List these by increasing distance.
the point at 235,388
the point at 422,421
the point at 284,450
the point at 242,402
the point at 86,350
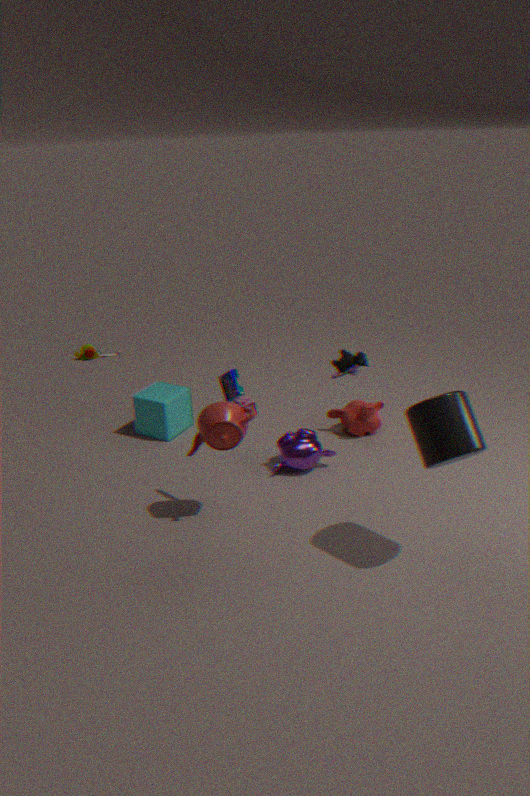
the point at 422,421 → the point at 235,388 → the point at 284,450 → the point at 242,402 → the point at 86,350
